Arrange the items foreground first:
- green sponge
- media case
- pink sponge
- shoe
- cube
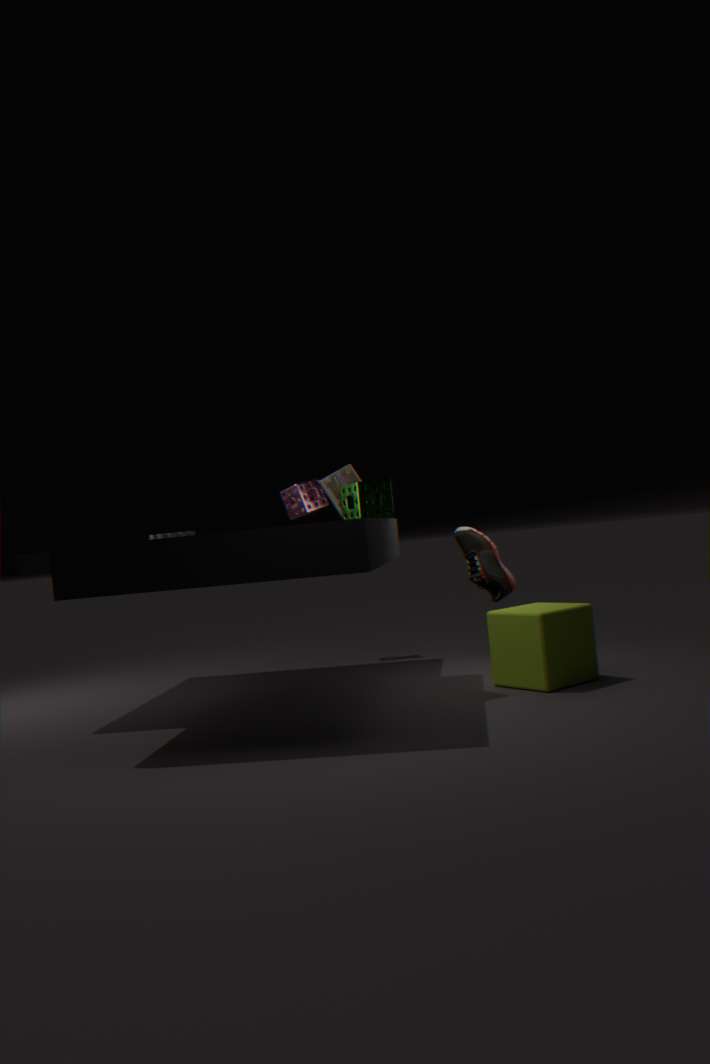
cube < green sponge < media case < shoe < pink sponge
